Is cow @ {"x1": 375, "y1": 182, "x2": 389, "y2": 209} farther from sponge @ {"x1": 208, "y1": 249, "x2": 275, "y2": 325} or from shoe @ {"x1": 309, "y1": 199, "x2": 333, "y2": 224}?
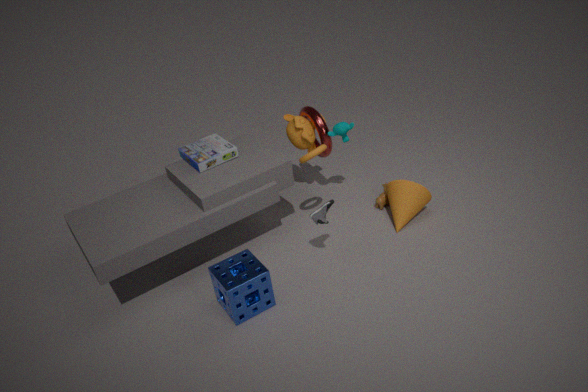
sponge @ {"x1": 208, "y1": 249, "x2": 275, "y2": 325}
